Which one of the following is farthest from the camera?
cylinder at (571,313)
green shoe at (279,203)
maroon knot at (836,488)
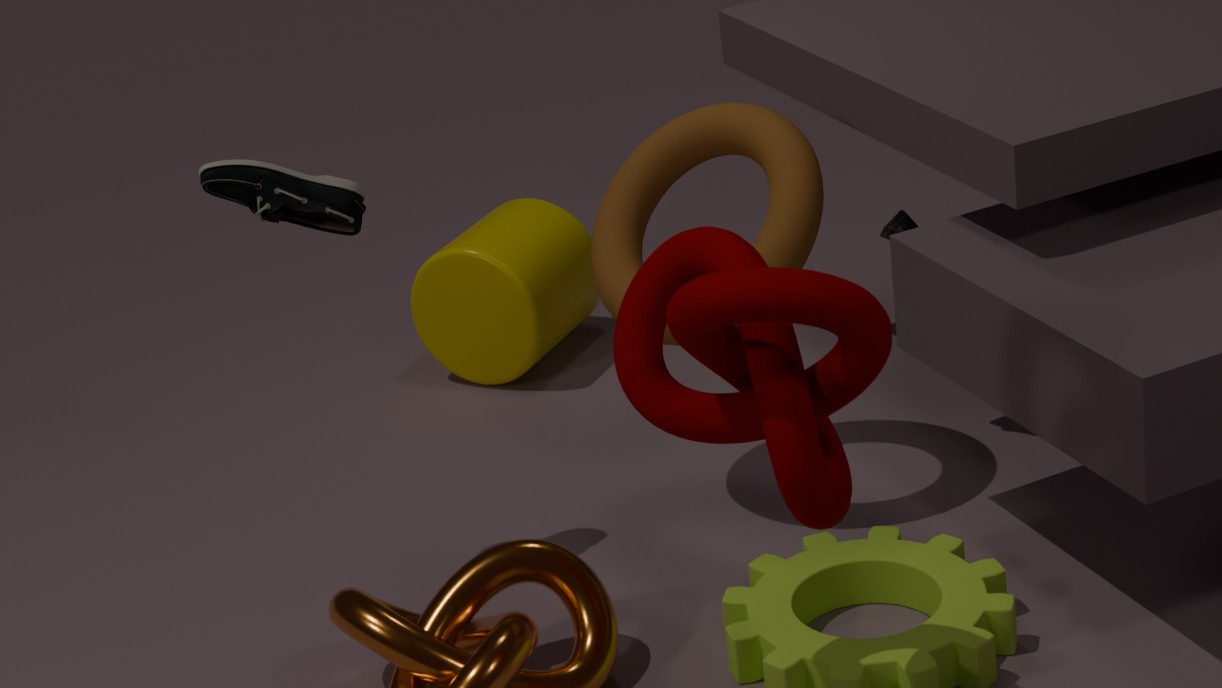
cylinder at (571,313)
